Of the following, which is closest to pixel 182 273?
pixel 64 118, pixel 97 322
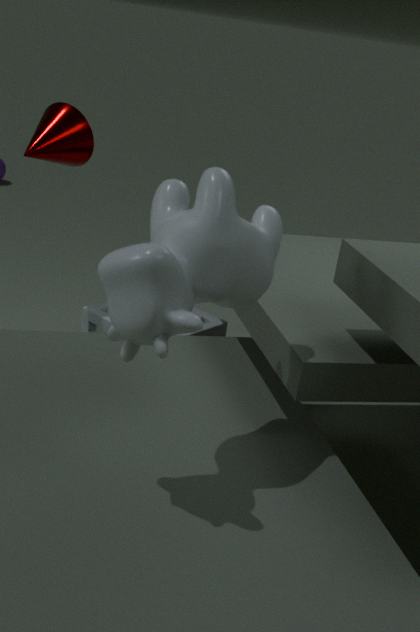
pixel 64 118
